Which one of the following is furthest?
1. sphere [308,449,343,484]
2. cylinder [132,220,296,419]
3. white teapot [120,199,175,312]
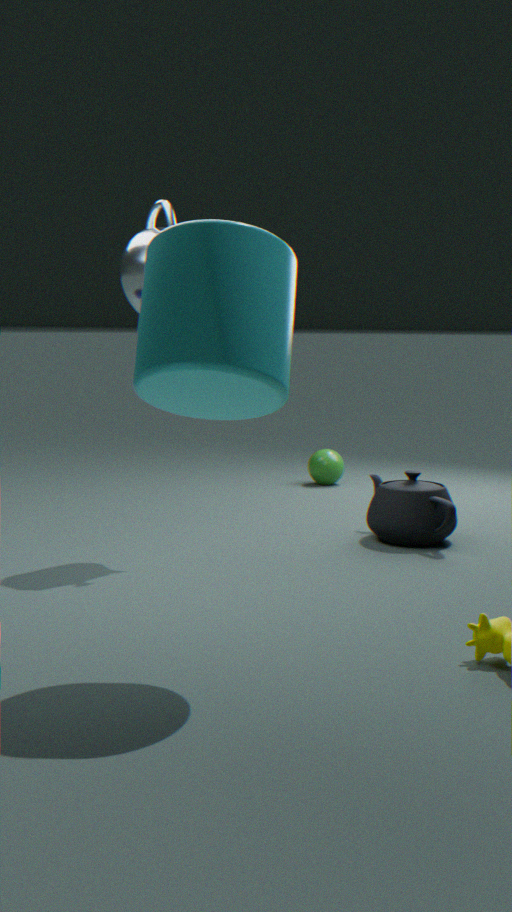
sphere [308,449,343,484]
